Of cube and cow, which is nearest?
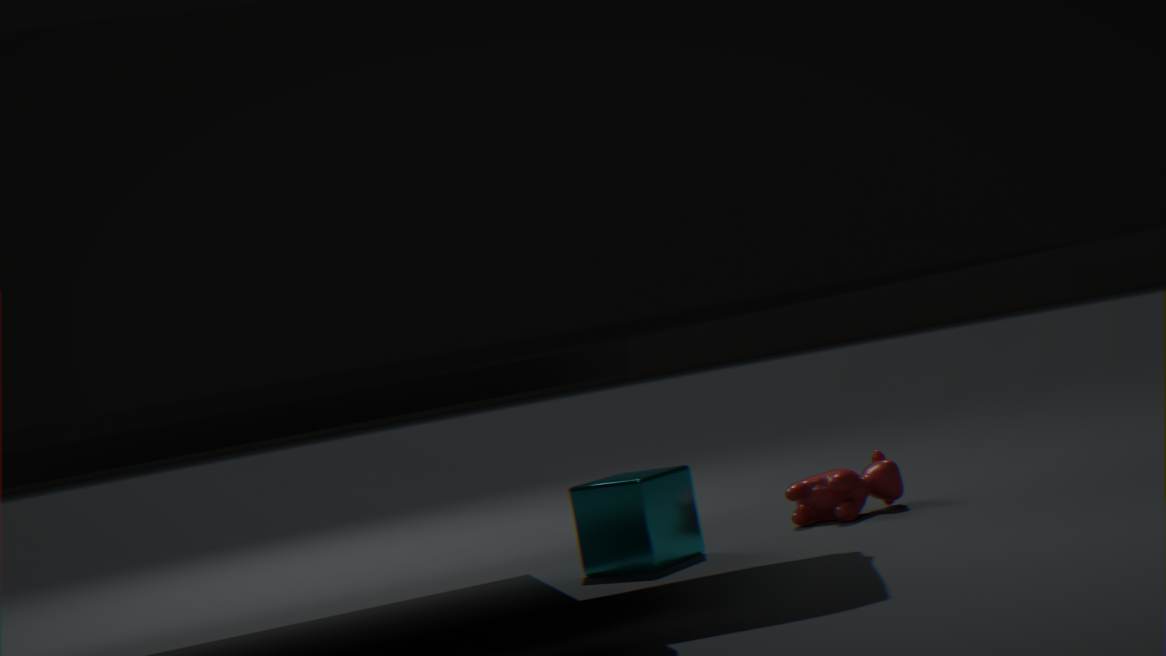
cube
